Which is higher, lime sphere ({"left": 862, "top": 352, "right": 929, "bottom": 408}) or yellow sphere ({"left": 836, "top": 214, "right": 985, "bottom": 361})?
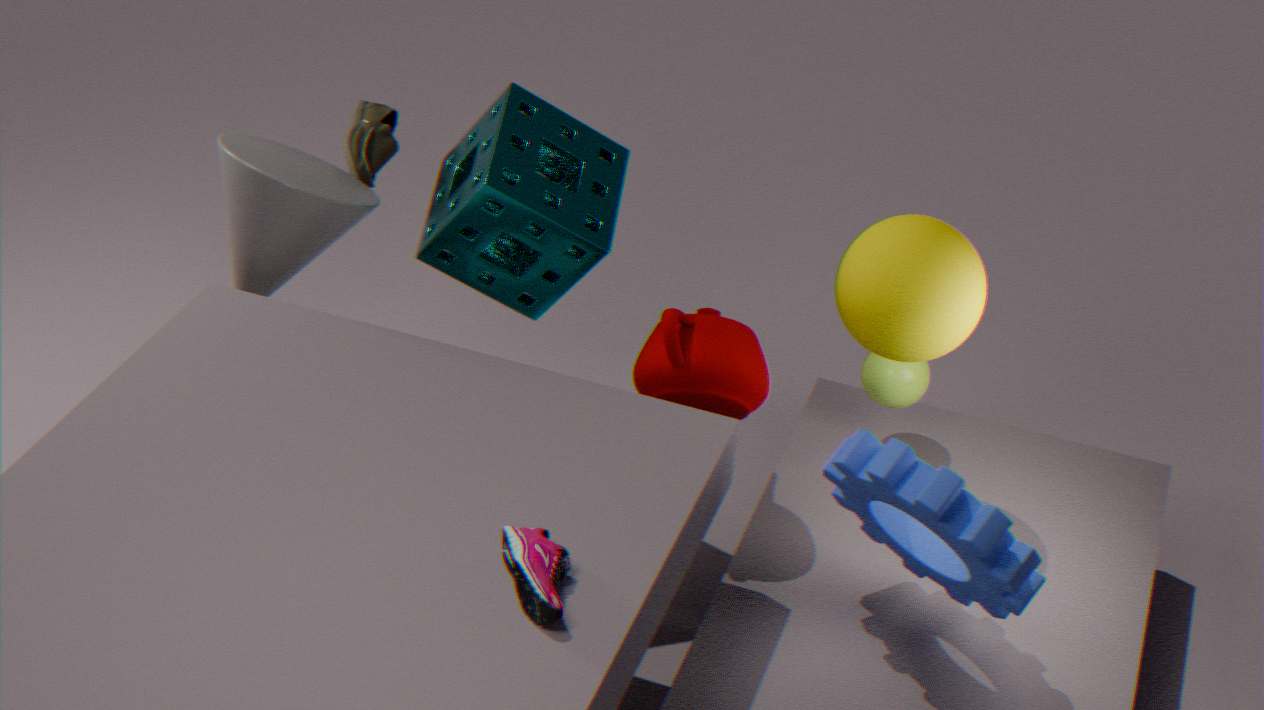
yellow sphere ({"left": 836, "top": 214, "right": 985, "bottom": 361})
